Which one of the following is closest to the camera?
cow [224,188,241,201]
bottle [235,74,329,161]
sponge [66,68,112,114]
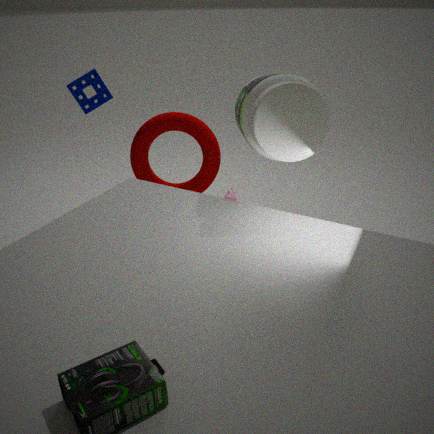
bottle [235,74,329,161]
